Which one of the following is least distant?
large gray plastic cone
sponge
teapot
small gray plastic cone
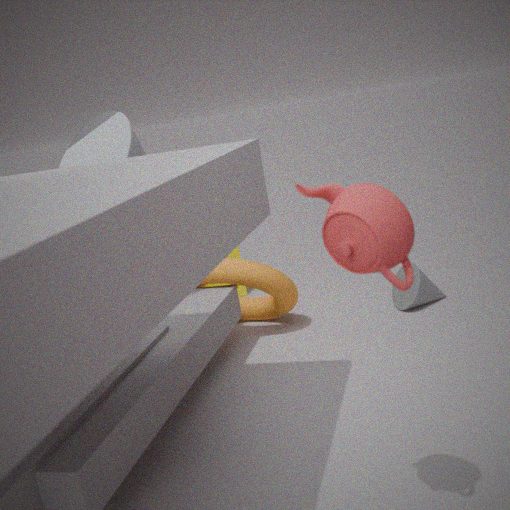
teapot
